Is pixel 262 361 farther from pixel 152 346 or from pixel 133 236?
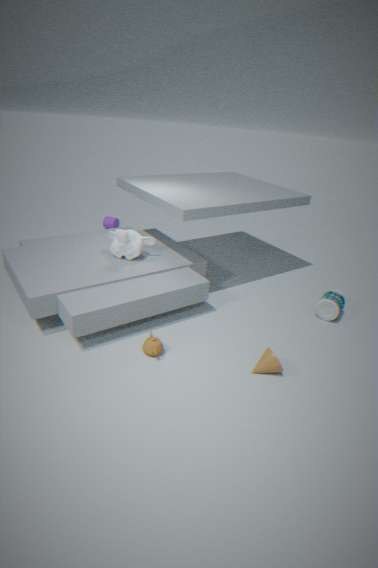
pixel 133 236
